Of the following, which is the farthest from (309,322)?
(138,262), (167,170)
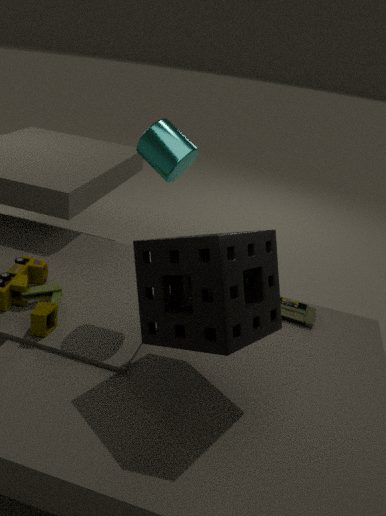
(167,170)
